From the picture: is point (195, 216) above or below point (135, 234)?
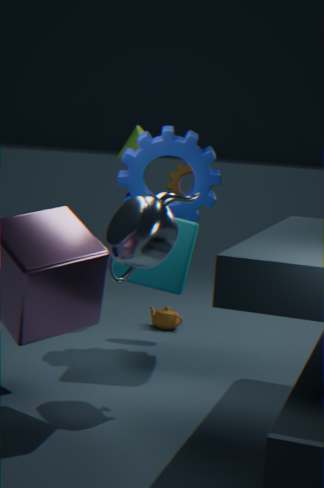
above
